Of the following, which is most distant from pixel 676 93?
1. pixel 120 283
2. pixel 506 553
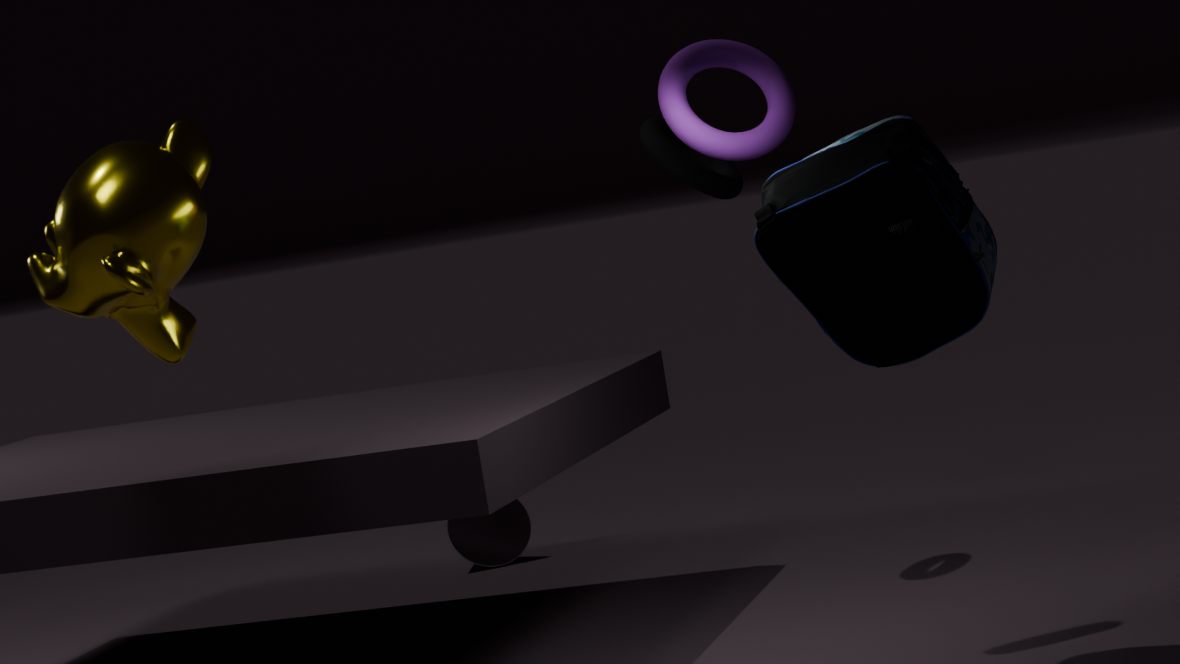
pixel 506 553
